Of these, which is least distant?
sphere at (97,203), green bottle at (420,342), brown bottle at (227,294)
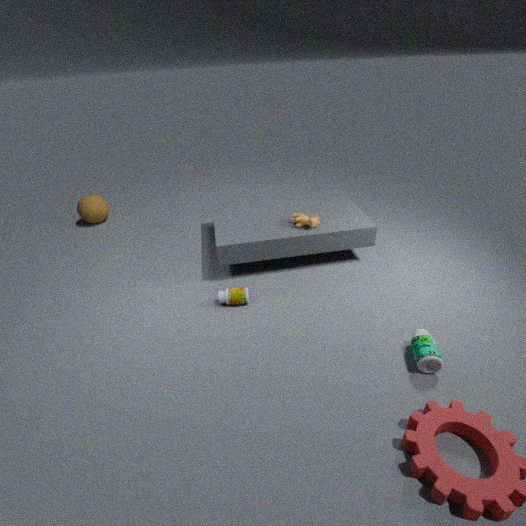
green bottle at (420,342)
